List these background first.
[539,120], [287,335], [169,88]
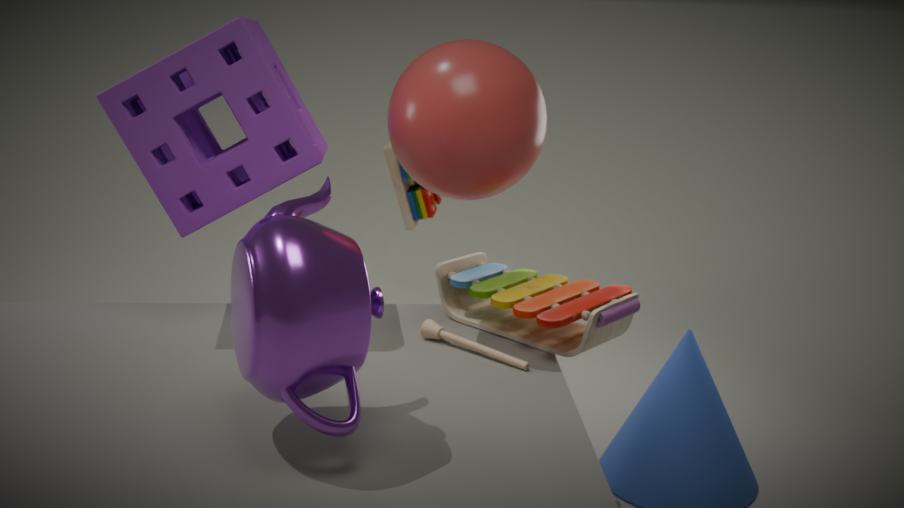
1. [539,120]
2. [169,88]
3. [287,335]
